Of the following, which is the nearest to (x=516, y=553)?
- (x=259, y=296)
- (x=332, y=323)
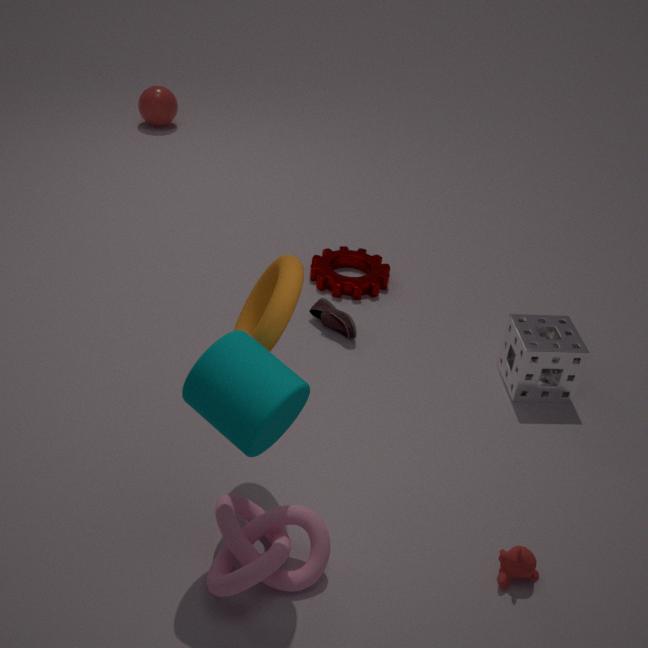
(x=259, y=296)
